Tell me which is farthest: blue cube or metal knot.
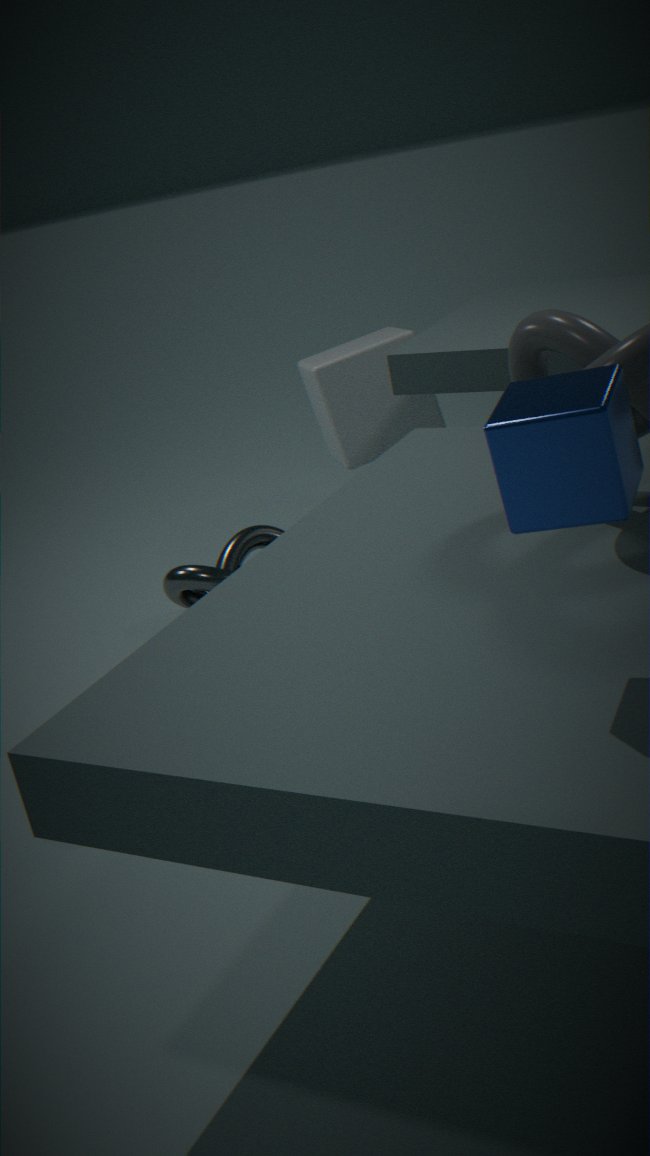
metal knot
